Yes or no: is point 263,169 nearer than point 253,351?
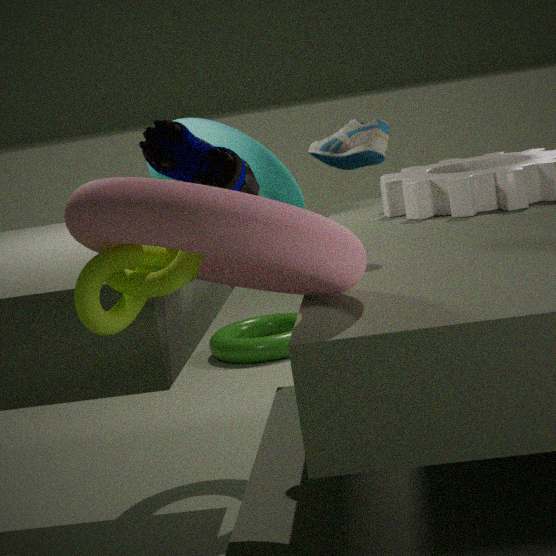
Yes
